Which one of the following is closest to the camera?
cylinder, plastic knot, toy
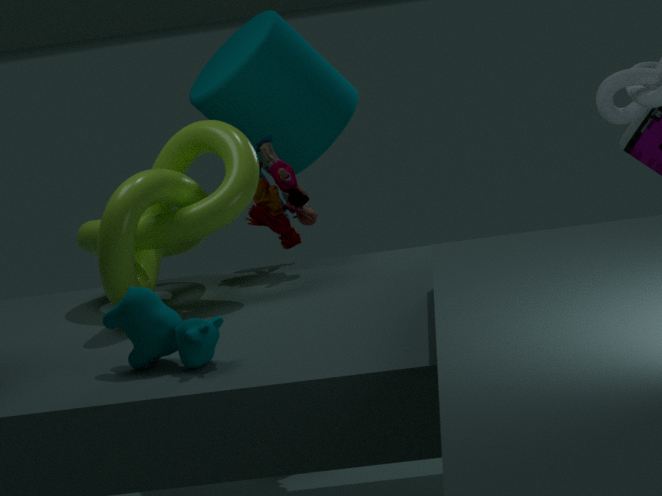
plastic knot
